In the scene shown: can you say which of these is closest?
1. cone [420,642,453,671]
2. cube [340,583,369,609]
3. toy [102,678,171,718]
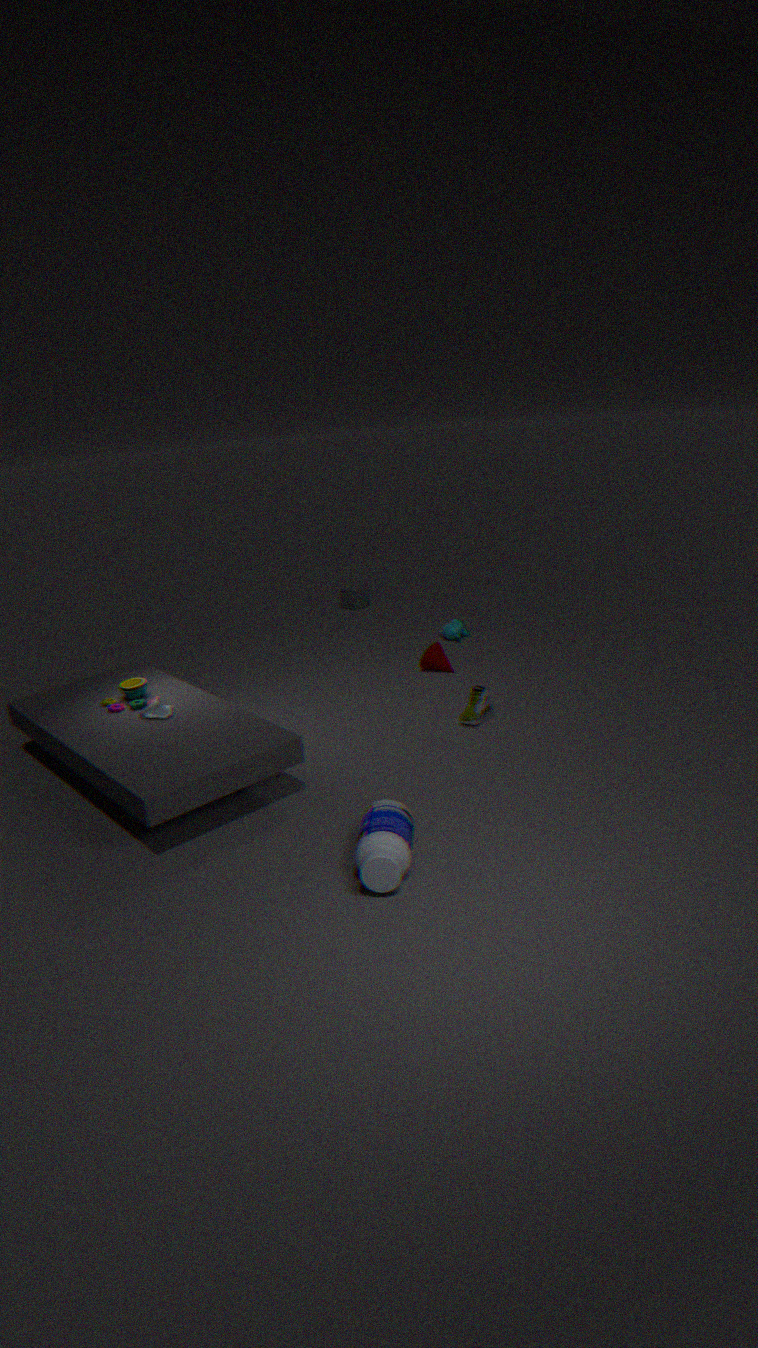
toy [102,678,171,718]
